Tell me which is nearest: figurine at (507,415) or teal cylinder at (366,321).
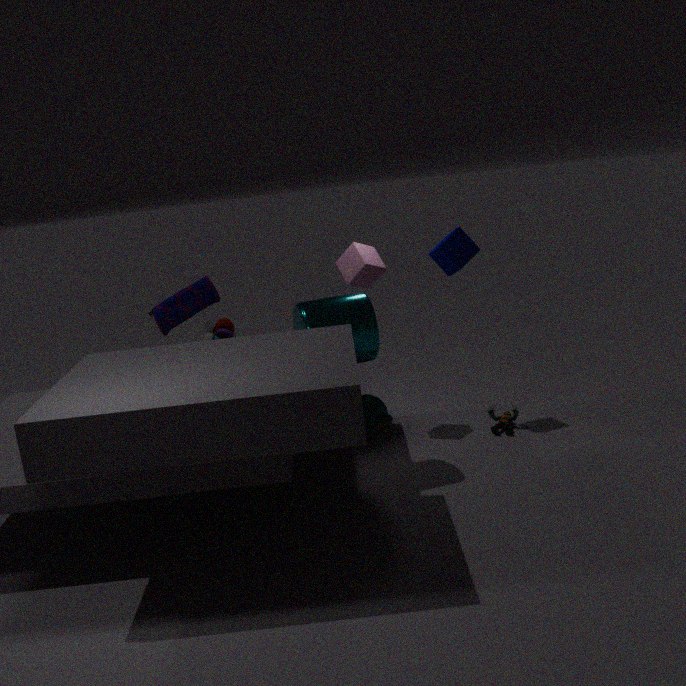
teal cylinder at (366,321)
